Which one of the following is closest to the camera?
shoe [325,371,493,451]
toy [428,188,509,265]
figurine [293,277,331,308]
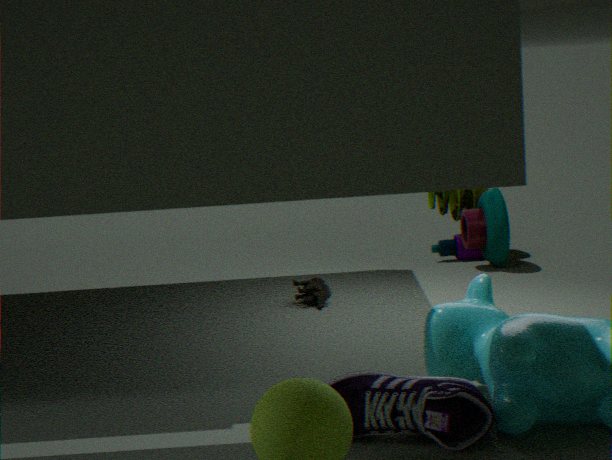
shoe [325,371,493,451]
